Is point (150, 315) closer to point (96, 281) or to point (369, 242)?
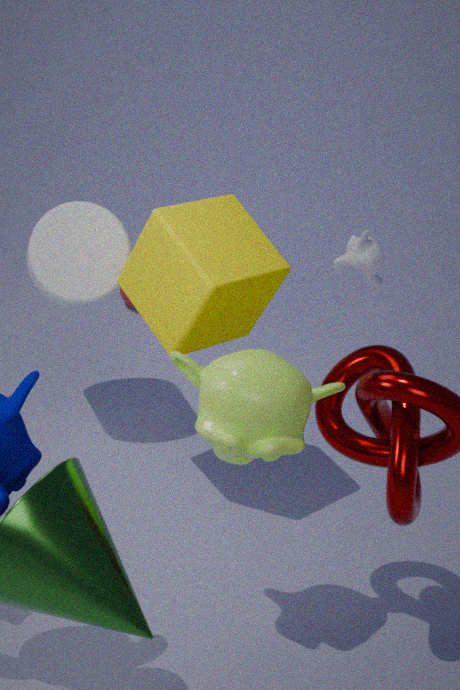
point (96, 281)
